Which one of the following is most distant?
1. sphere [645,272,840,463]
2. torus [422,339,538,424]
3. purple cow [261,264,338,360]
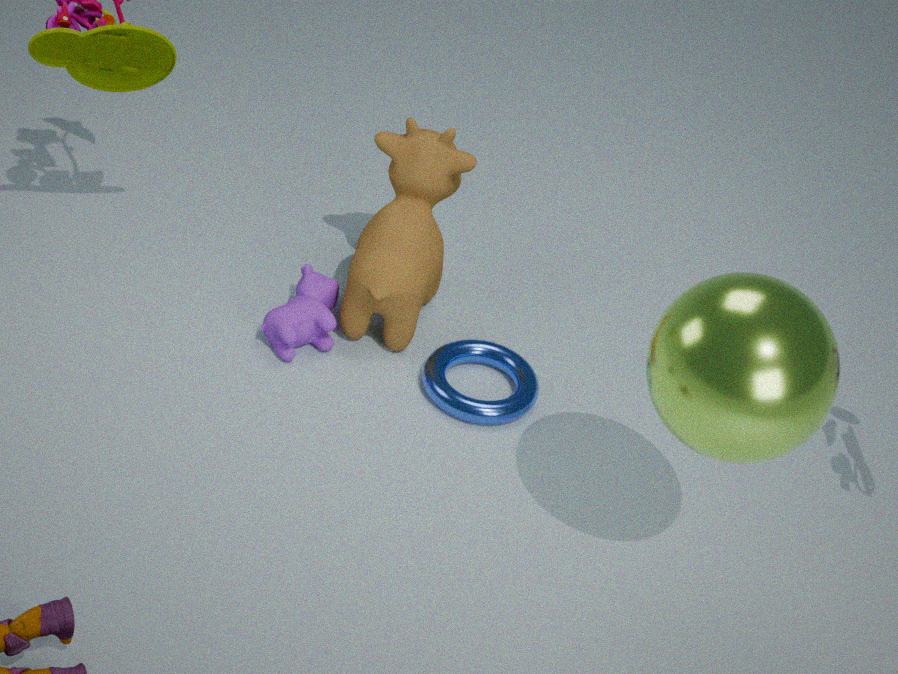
purple cow [261,264,338,360]
